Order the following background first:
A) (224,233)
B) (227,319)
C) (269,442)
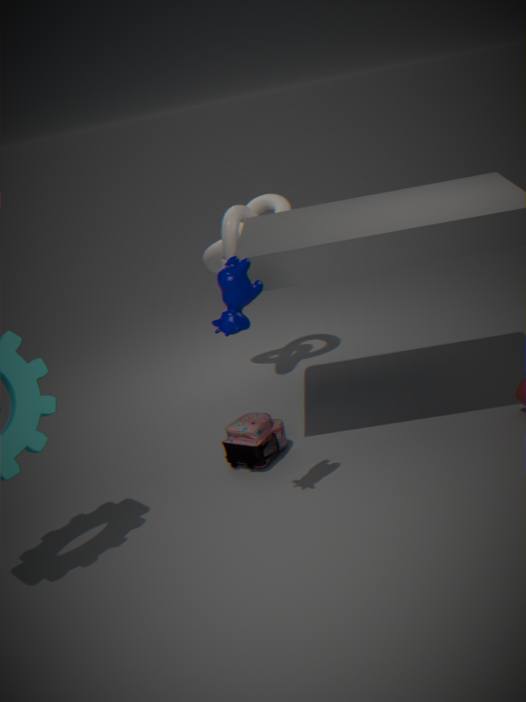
(224,233) → (269,442) → (227,319)
